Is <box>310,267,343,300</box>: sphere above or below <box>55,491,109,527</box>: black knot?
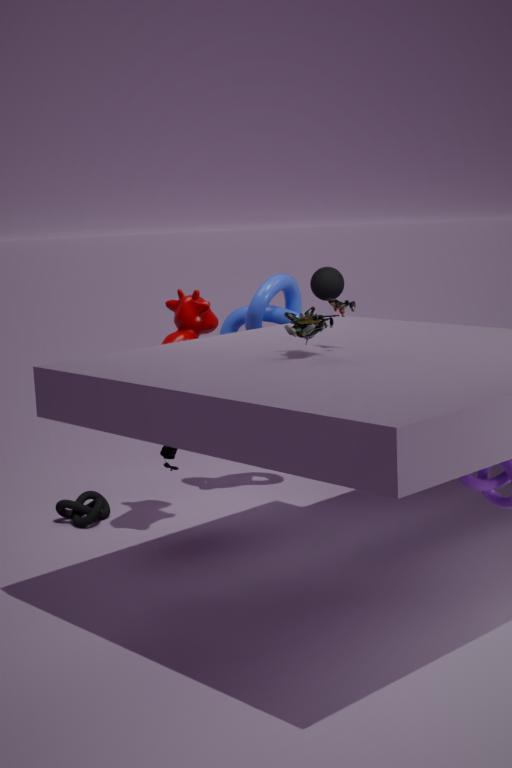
above
